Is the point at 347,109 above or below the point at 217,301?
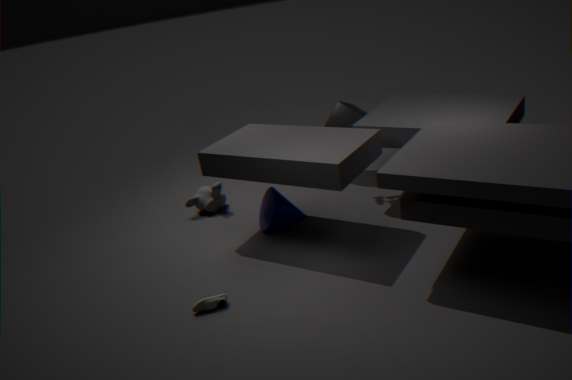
above
